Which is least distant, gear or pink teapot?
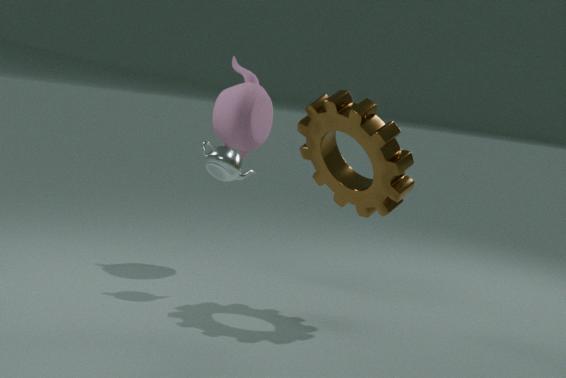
gear
